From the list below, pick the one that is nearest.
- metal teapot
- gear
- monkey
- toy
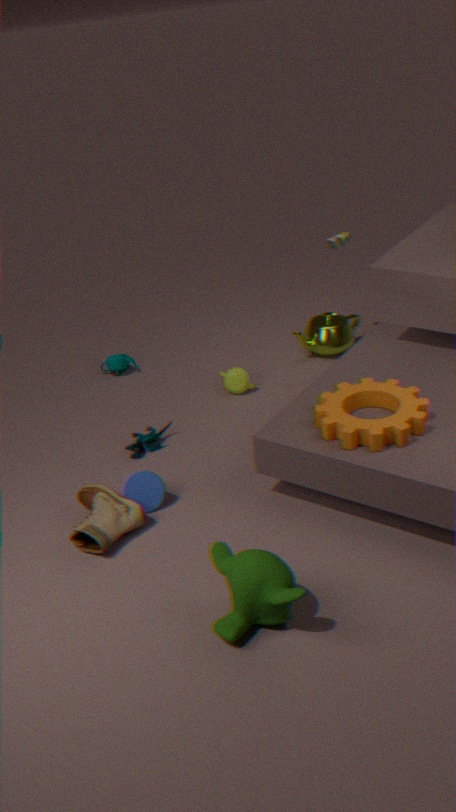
monkey
